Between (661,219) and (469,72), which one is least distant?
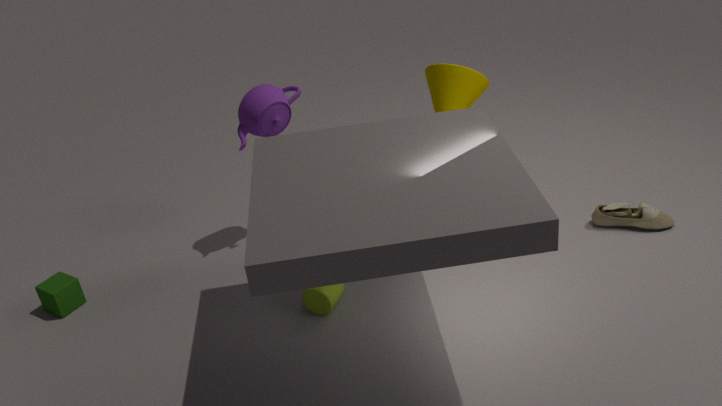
(661,219)
